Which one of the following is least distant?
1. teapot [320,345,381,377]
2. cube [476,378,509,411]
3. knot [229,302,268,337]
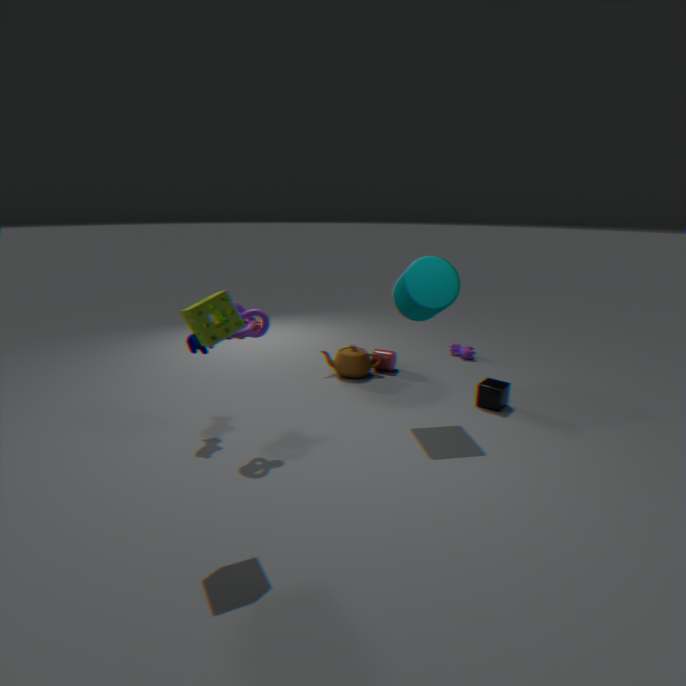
knot [229,302,268,337]
